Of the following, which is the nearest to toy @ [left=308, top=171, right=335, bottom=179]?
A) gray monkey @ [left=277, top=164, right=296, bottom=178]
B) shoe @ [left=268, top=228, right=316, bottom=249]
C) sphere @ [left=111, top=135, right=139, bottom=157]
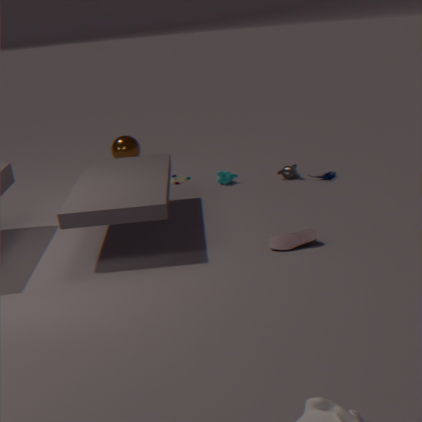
gray monkey @ [left=277, top=164, right=296, bottom=178]
